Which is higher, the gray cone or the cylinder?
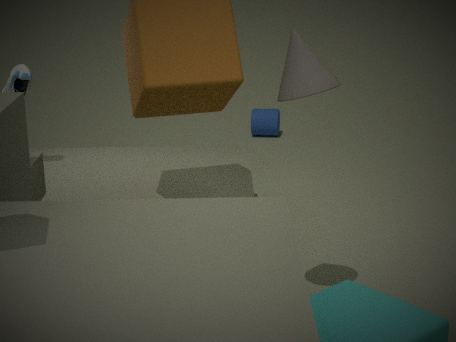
the gray cone
